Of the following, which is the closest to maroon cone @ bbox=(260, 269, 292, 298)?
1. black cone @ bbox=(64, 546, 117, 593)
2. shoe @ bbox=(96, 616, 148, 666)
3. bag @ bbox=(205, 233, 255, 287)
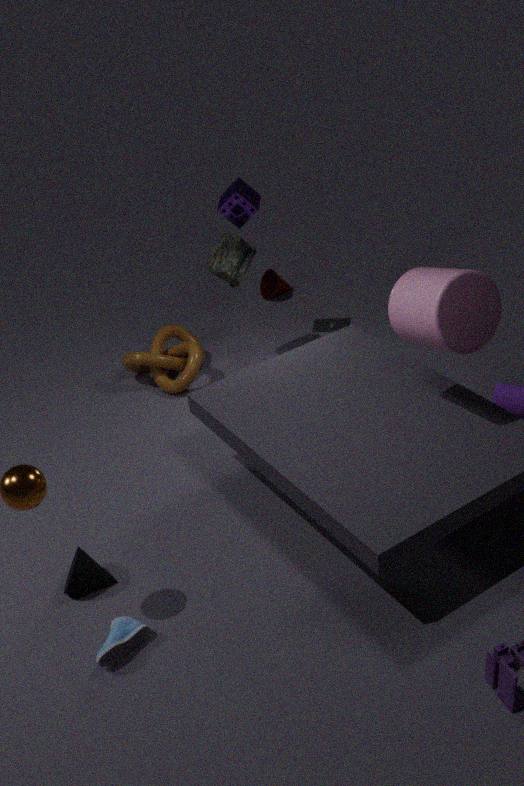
bag @ bbox=(205, 233, 255, 287)
